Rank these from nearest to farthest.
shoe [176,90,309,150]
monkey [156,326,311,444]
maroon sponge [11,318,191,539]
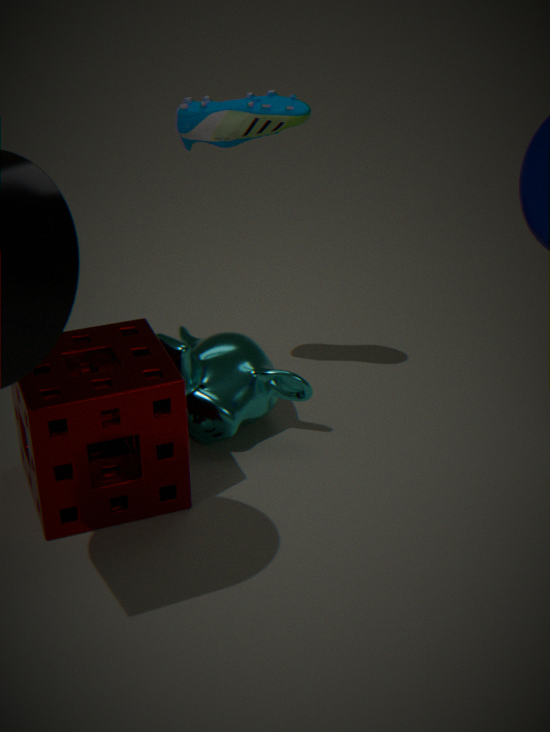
maroon sponge [11,318,191,539] < shoe [176,90,309,150] < monkey [156,326,311,444]
